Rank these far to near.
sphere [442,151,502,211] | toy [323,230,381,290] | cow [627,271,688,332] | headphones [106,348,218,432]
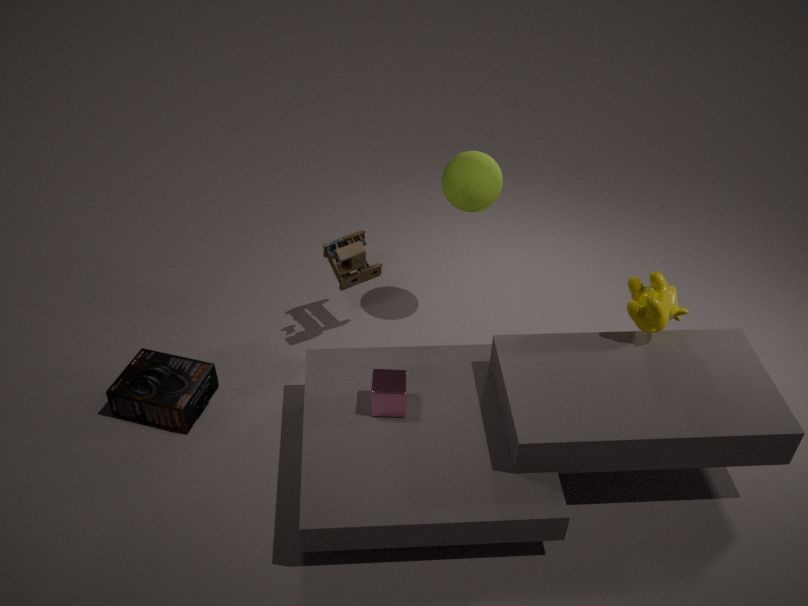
toy [323,230,381,290], sphere [442,151,502,211], headphones [106,348,218,432], cow [627,271,688,332]
